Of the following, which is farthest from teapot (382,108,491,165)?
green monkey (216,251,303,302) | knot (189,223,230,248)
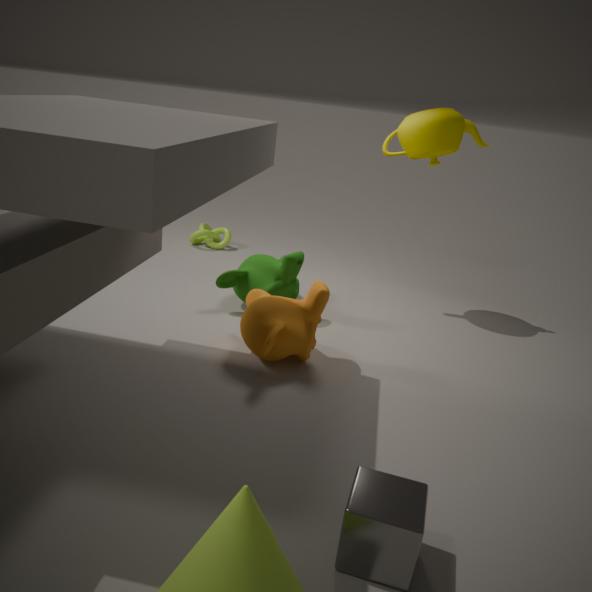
knot (189,223,230,248)
